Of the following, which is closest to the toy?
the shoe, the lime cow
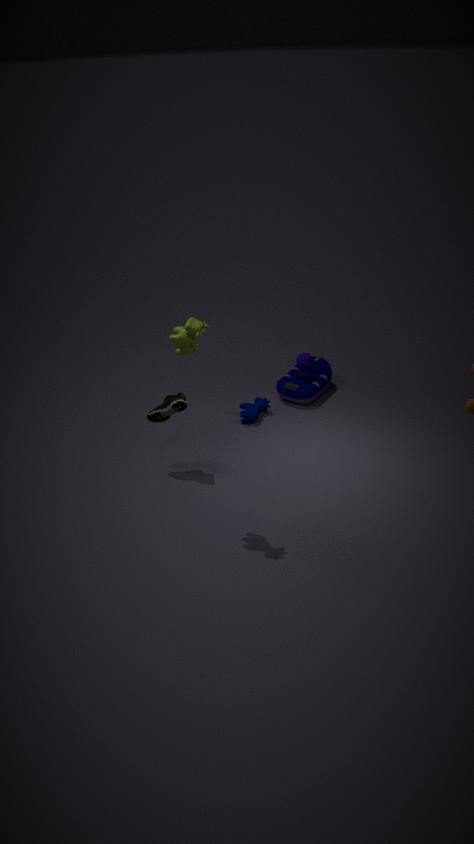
the shoe
